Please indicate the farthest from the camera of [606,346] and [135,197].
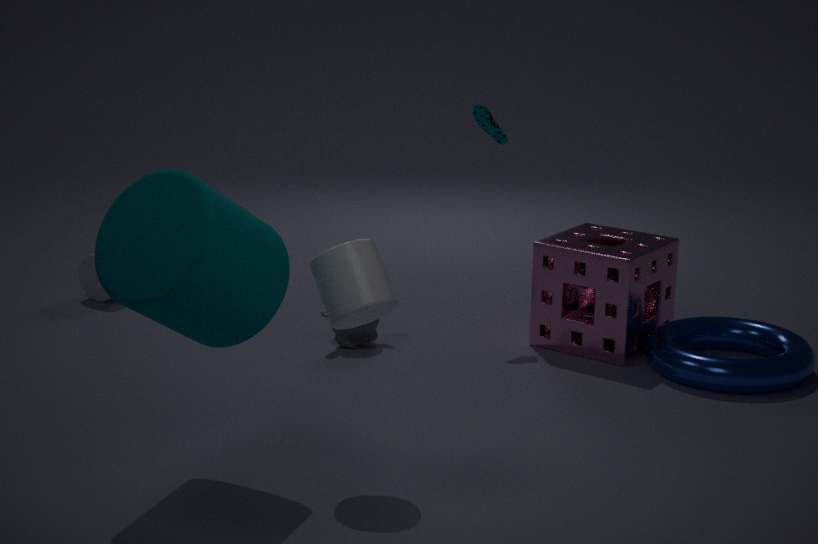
[606,346]
